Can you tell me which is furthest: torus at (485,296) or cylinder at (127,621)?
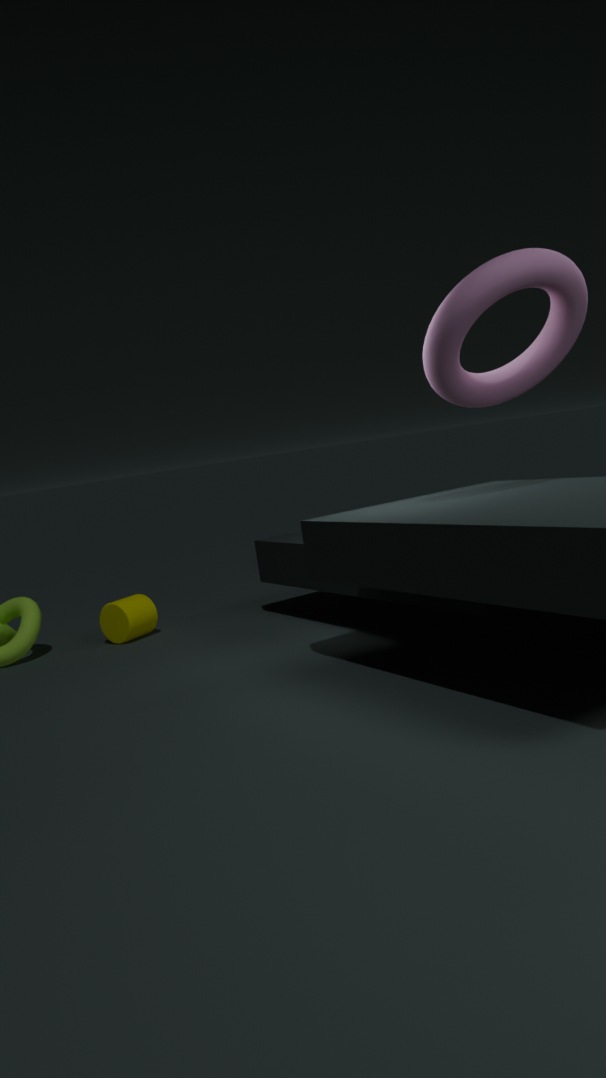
cylinder at (127,621)
